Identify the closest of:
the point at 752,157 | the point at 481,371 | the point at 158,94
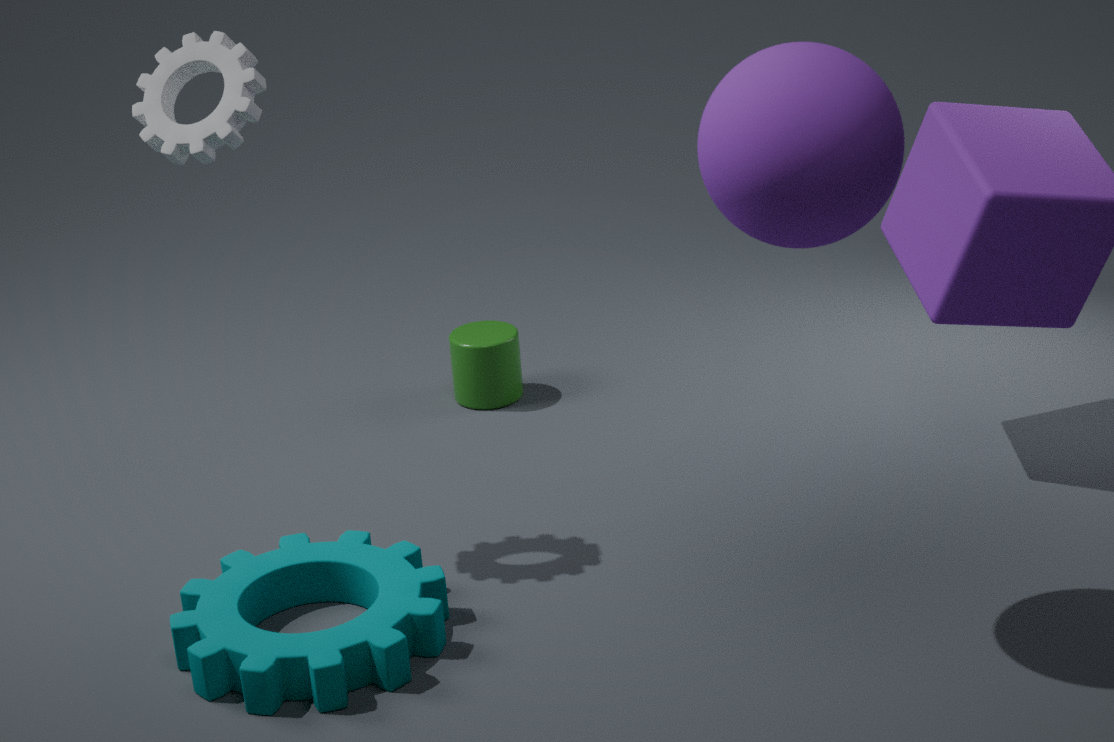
the point at 752,157
